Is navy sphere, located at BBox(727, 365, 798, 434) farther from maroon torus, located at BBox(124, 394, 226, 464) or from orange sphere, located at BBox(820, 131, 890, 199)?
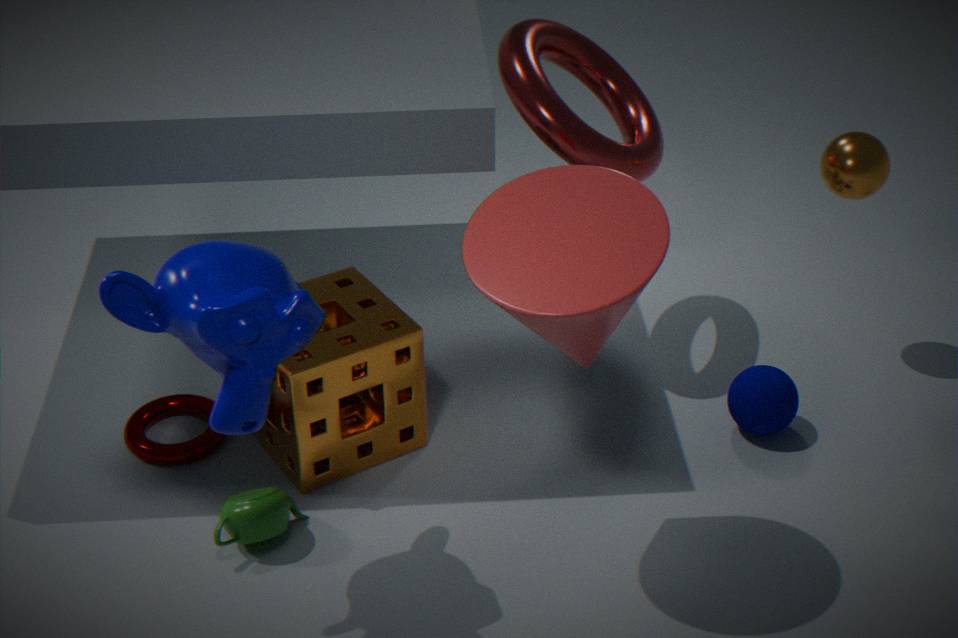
maroon torus, located at BBox(124, 394, 226, 464)
